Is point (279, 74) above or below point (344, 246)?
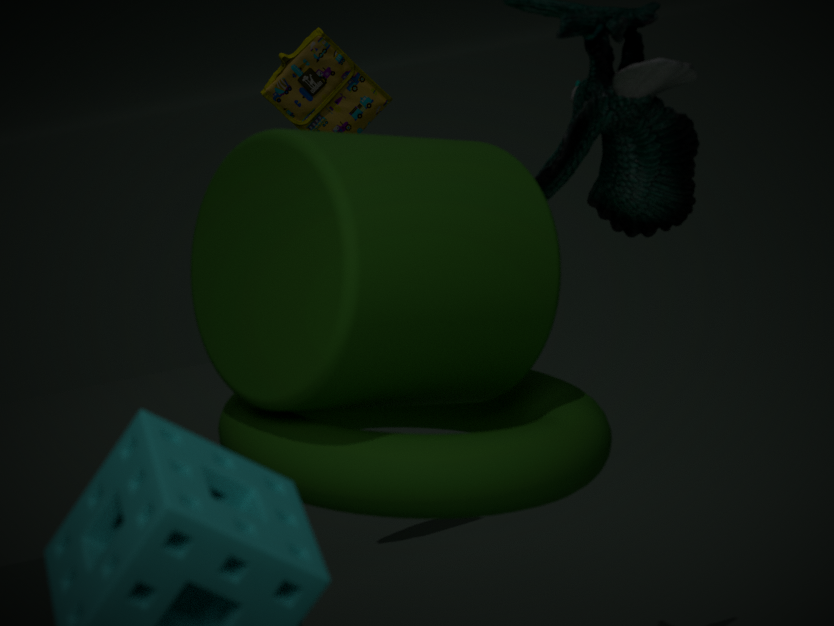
above
